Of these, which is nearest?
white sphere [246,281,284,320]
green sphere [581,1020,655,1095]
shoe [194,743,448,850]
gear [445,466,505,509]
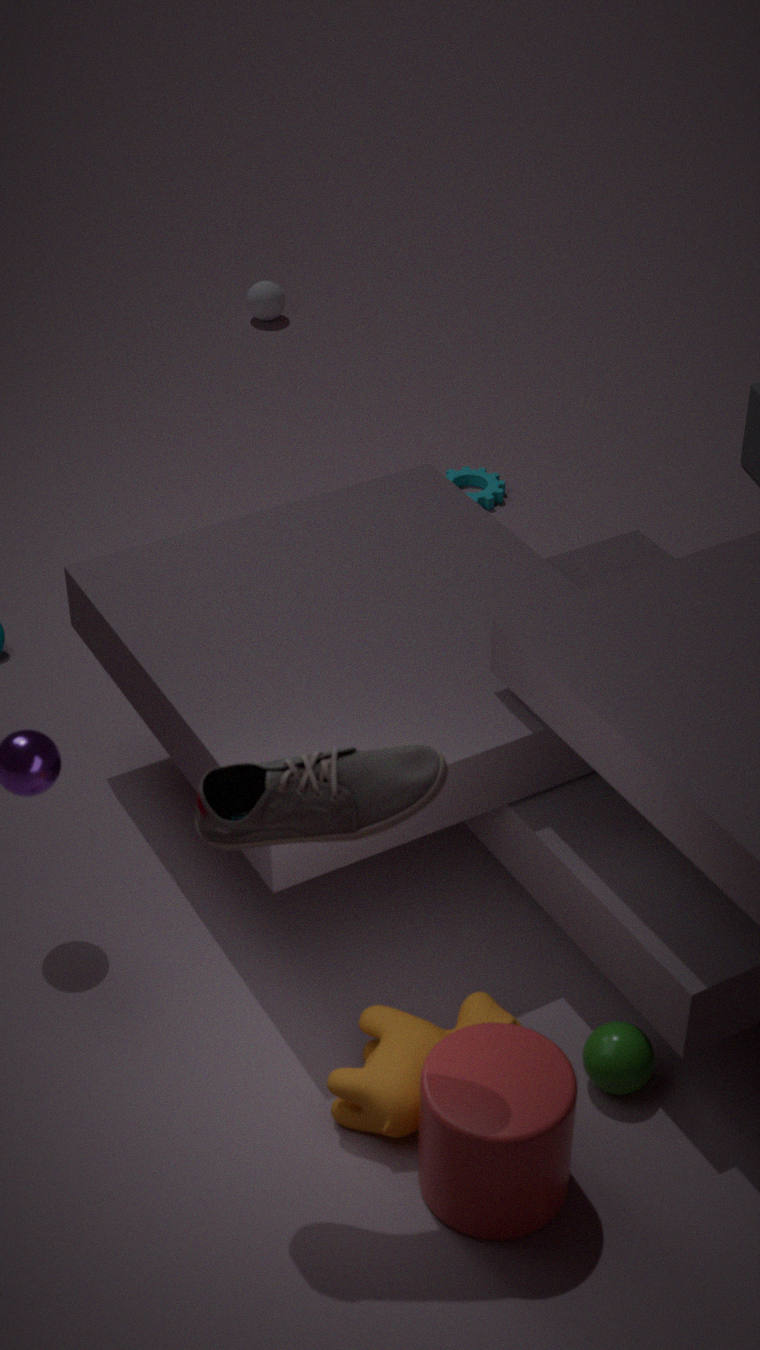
shoe [194,743,448,850]
